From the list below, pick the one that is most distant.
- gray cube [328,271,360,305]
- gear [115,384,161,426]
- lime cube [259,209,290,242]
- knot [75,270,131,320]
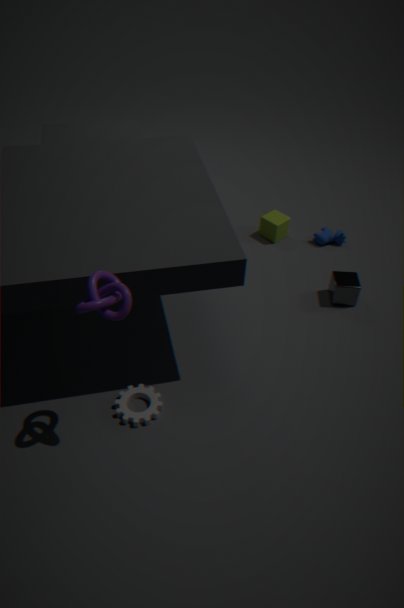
lime cube [259,209,290,242]
